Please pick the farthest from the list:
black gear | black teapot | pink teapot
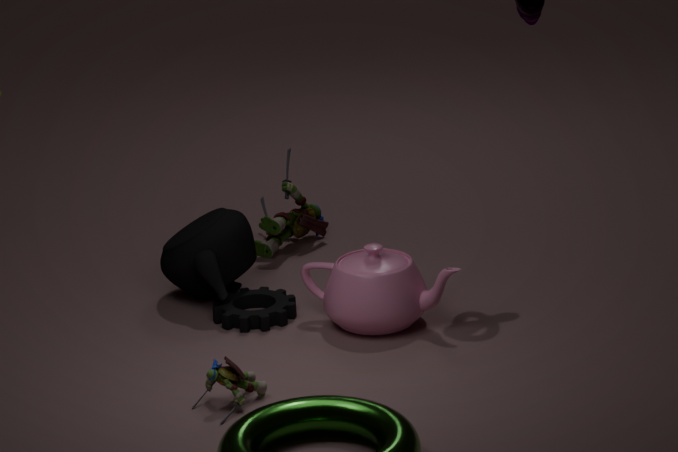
black teapot
